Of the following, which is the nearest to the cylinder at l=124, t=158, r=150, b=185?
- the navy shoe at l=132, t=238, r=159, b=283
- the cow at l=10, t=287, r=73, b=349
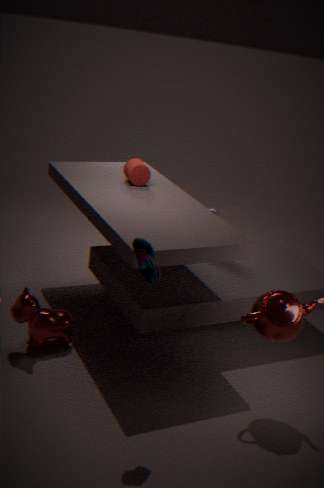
the cow at l=10, t=287, r=73, b=349
